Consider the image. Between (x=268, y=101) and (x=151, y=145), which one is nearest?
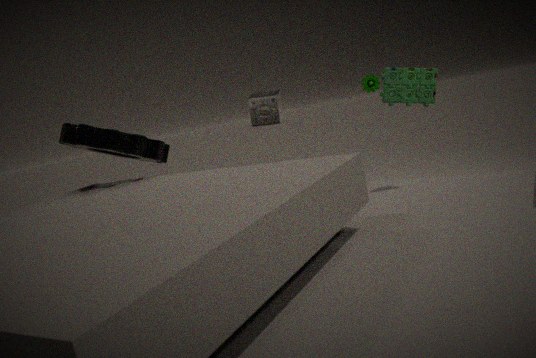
(x=151, y=145)
